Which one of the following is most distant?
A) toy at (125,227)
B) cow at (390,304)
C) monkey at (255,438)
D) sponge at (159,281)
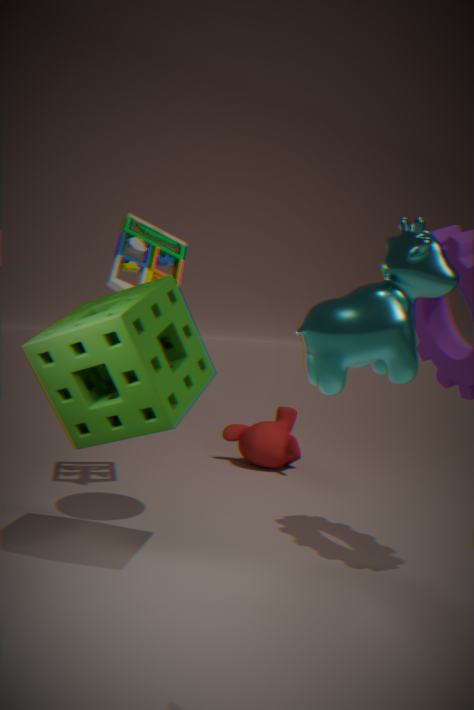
monkey at (255,438)
